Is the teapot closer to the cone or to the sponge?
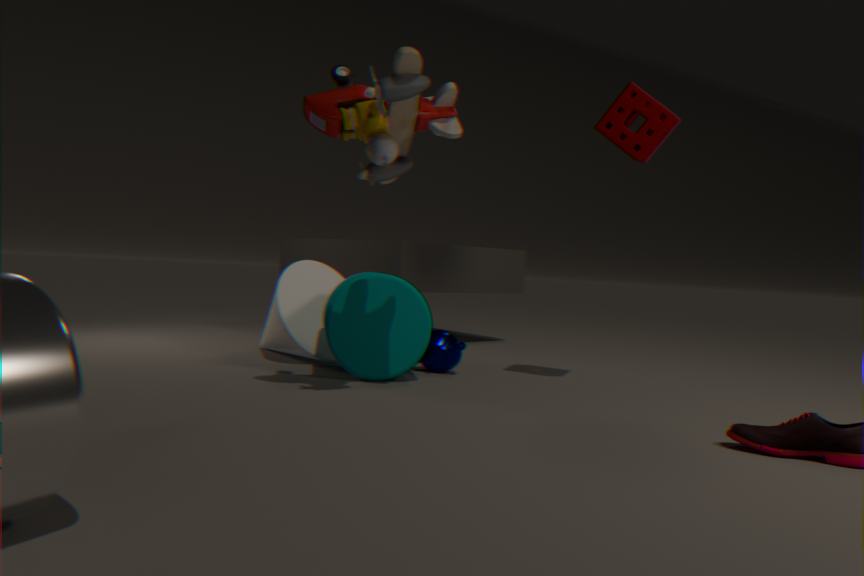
the cone
